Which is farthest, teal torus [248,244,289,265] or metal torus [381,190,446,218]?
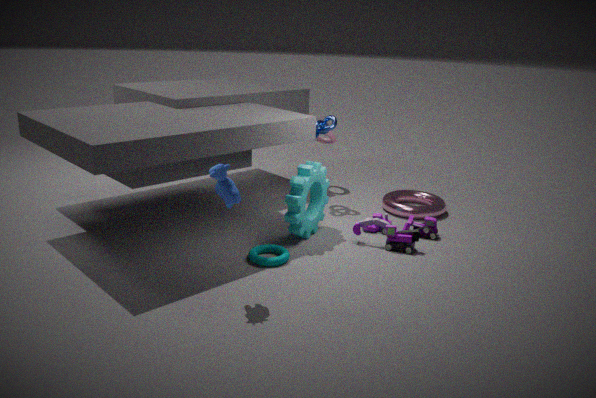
metal torus [381,190,446,218]
